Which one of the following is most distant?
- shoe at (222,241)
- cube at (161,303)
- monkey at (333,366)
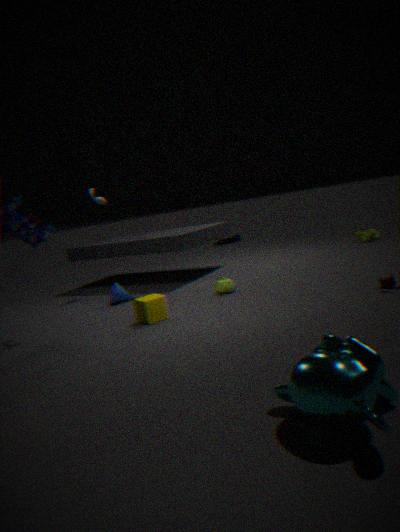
shoe at (222,241)
